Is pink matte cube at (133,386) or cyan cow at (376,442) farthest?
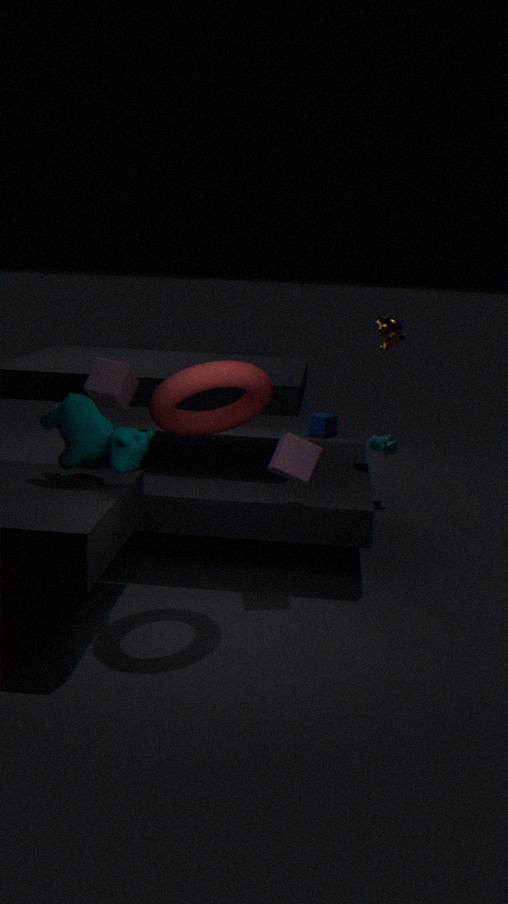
cyan cow at (376,442)
